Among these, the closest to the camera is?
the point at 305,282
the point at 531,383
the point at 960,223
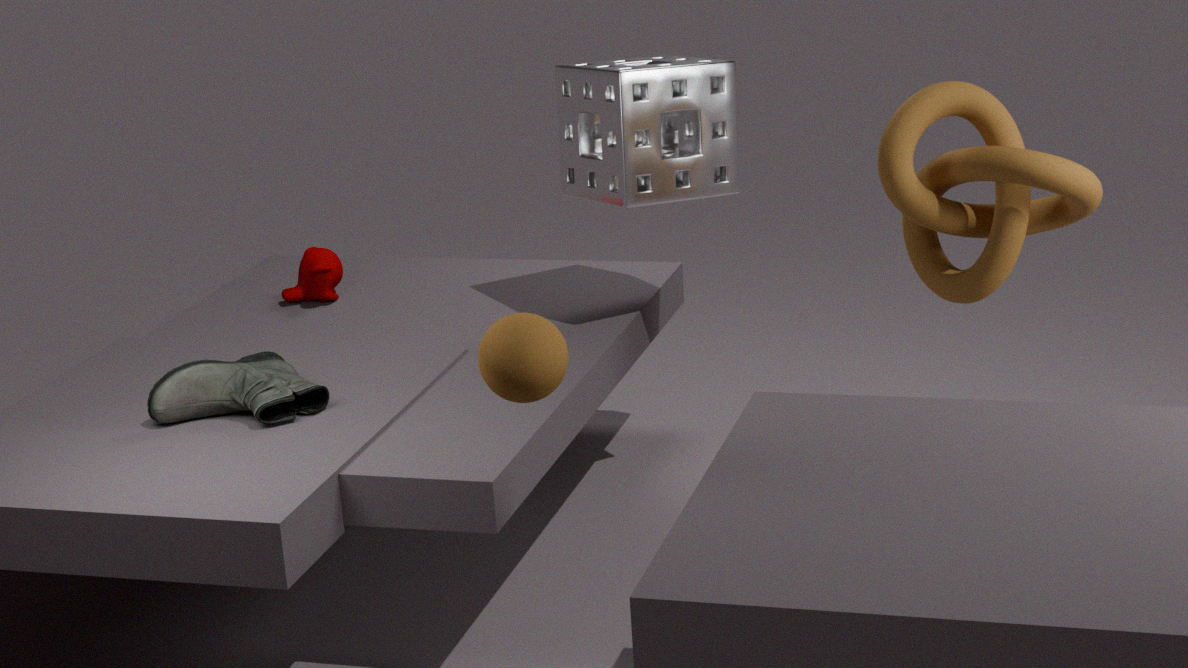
the point at 531,383
